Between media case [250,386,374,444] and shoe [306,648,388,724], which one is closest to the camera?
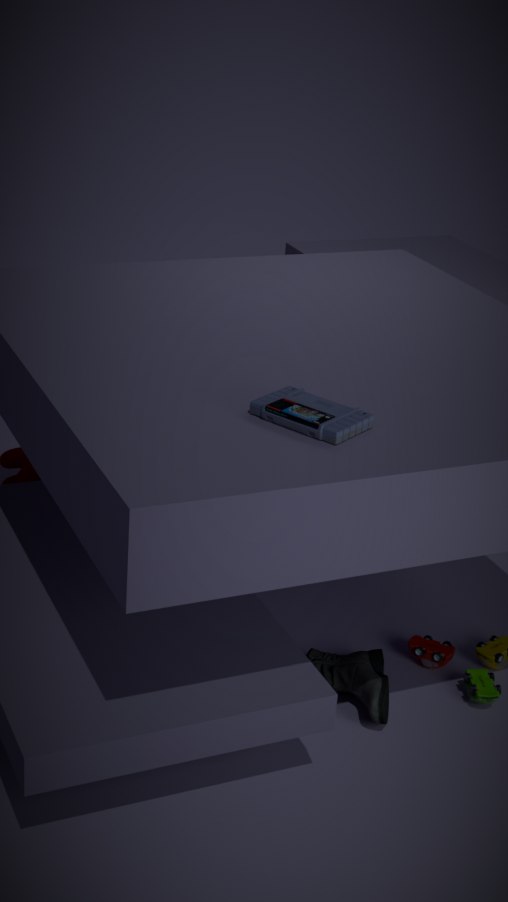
media case [250,386,374,444]
